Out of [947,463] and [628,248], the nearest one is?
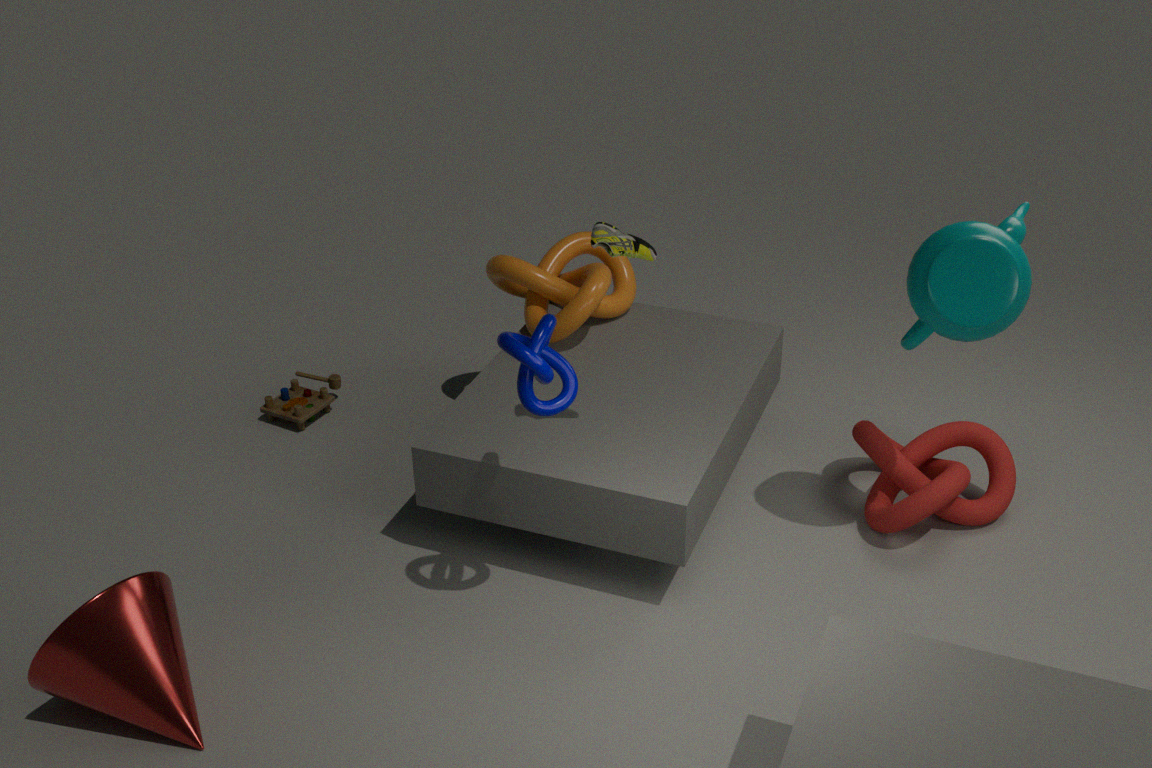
[628,248]
